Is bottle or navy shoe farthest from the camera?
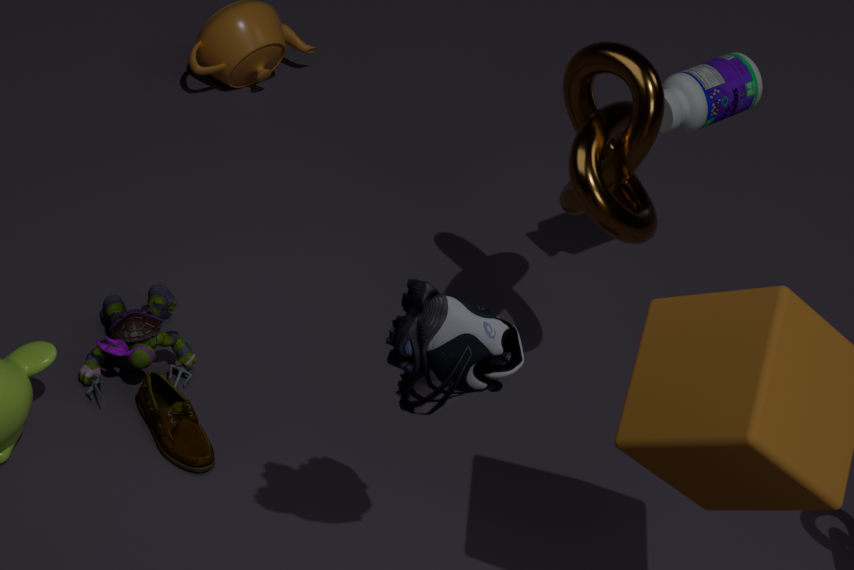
bottle
